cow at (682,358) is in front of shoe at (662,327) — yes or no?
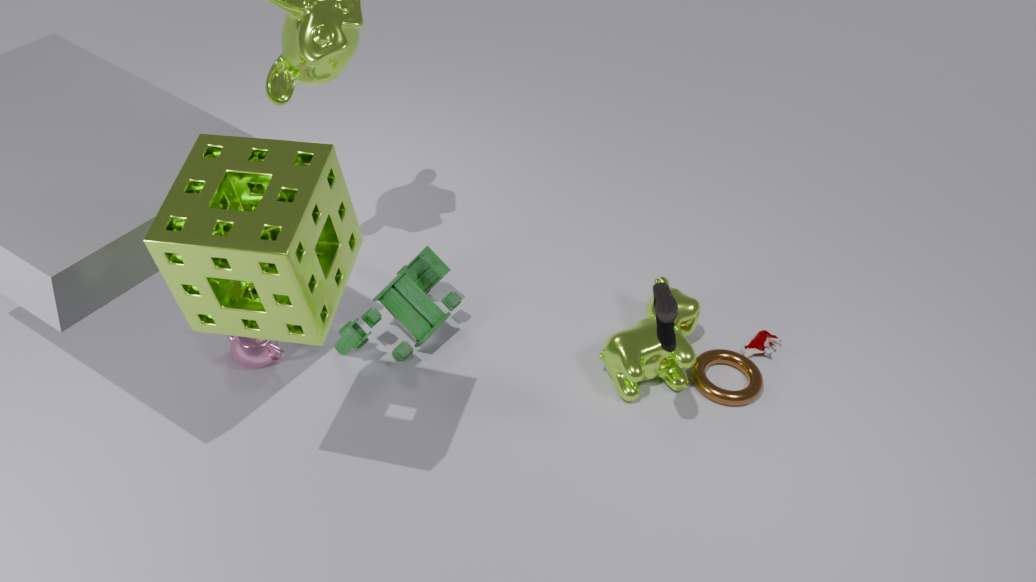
No
